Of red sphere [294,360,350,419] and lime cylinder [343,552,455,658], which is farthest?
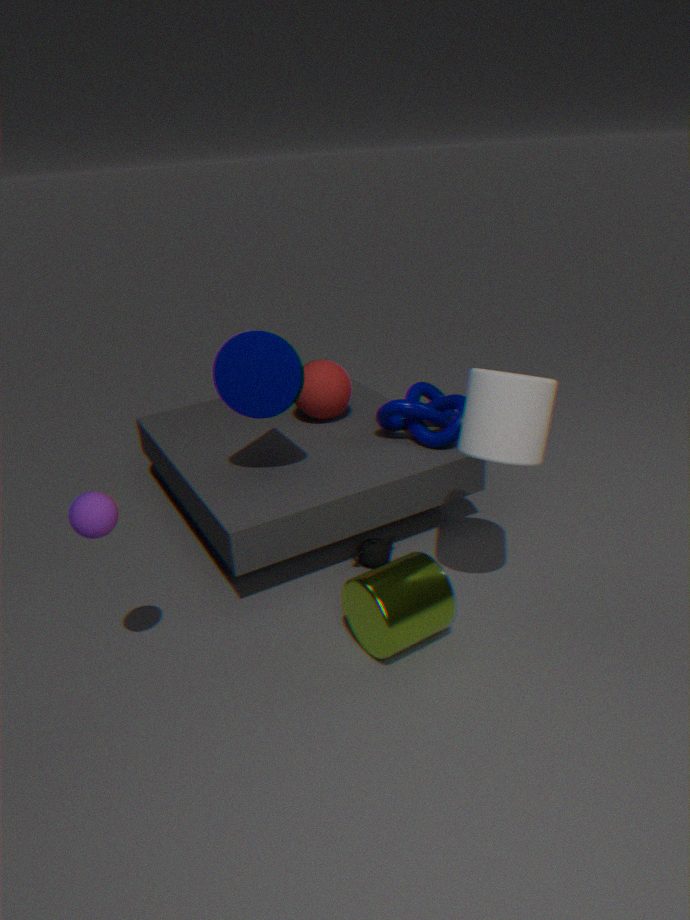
red sphere [294,360,350,419]
